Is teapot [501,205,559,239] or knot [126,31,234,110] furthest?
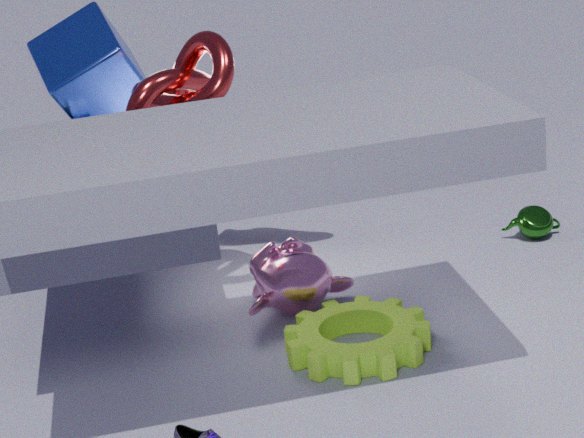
teapot [501,205,559,239]
